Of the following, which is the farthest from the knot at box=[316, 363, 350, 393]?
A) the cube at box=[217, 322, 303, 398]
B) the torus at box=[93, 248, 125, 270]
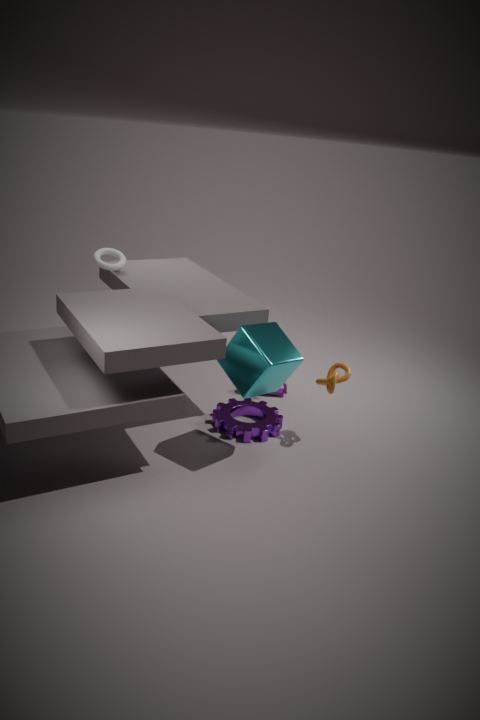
the torus at box=[93, 248, 125, 270]
